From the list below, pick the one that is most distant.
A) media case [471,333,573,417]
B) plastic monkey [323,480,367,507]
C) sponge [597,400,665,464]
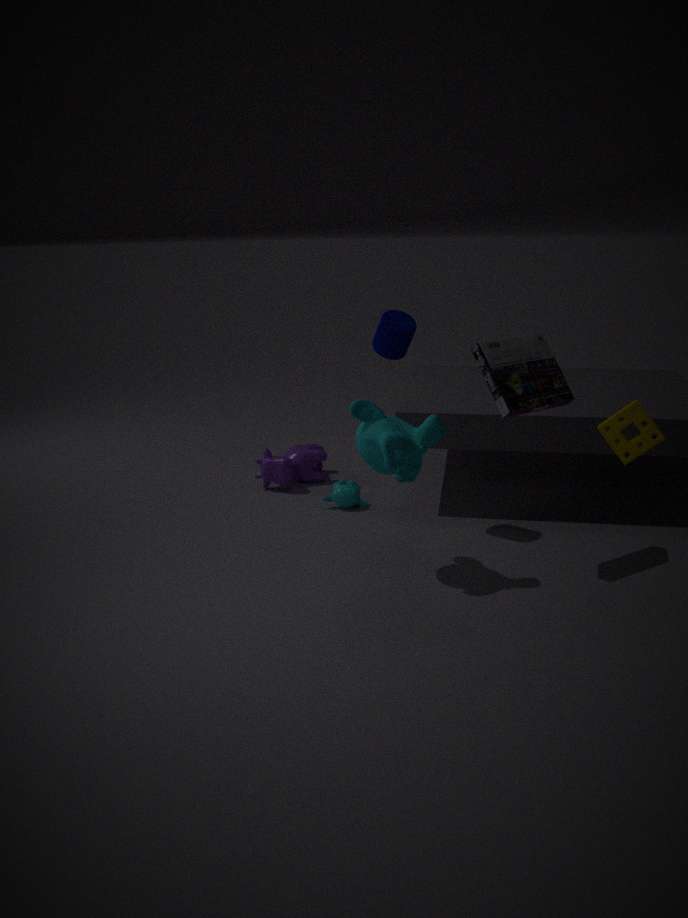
plastic monkey [323,480,367,507]
